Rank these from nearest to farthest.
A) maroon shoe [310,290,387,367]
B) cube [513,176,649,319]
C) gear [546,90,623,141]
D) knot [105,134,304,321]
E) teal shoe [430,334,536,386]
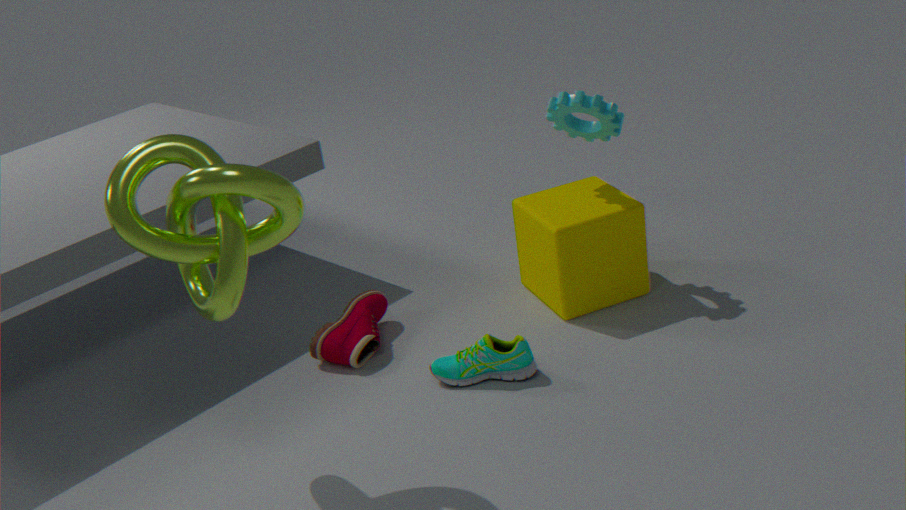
1. knot [105,134,304,321]
2. teal shoe [430,334,536,386]
3. maroon shoe [310,290,387,367]
4. cube [513,176,649,319]
5. gear [546,90,623,141]
